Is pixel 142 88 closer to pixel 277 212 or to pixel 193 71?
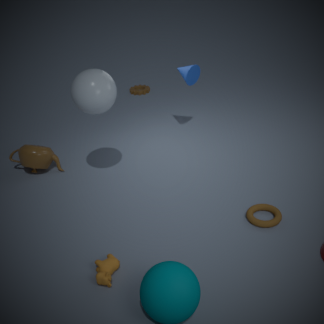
pixel 193 71
